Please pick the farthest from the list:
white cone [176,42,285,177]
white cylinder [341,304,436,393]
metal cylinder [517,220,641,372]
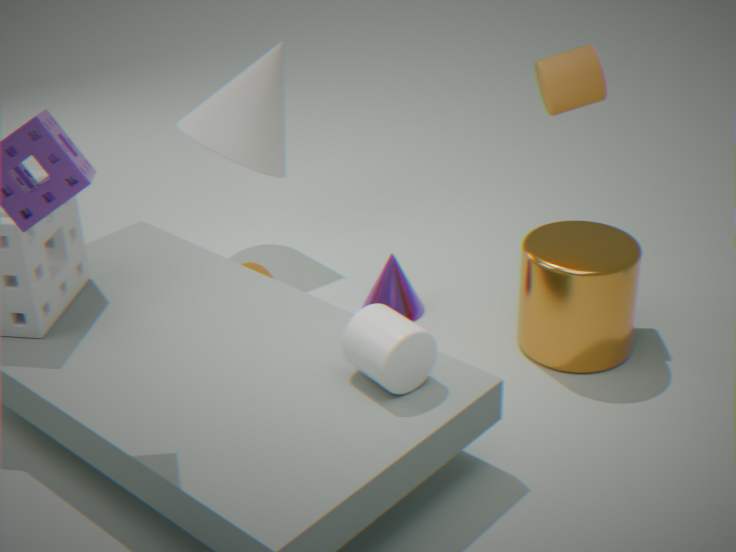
white cone [176,42,285,177]
